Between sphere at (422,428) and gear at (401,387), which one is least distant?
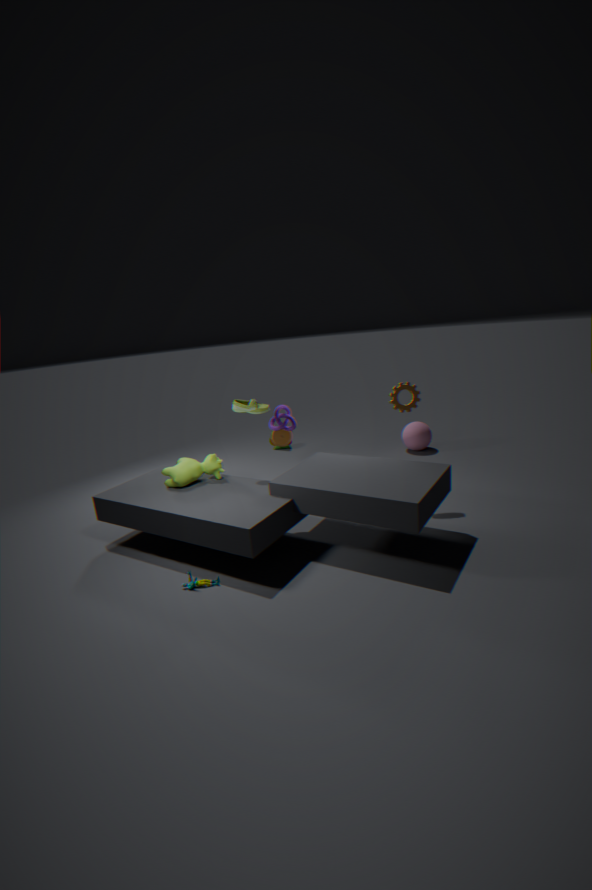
gear at (401,387)
